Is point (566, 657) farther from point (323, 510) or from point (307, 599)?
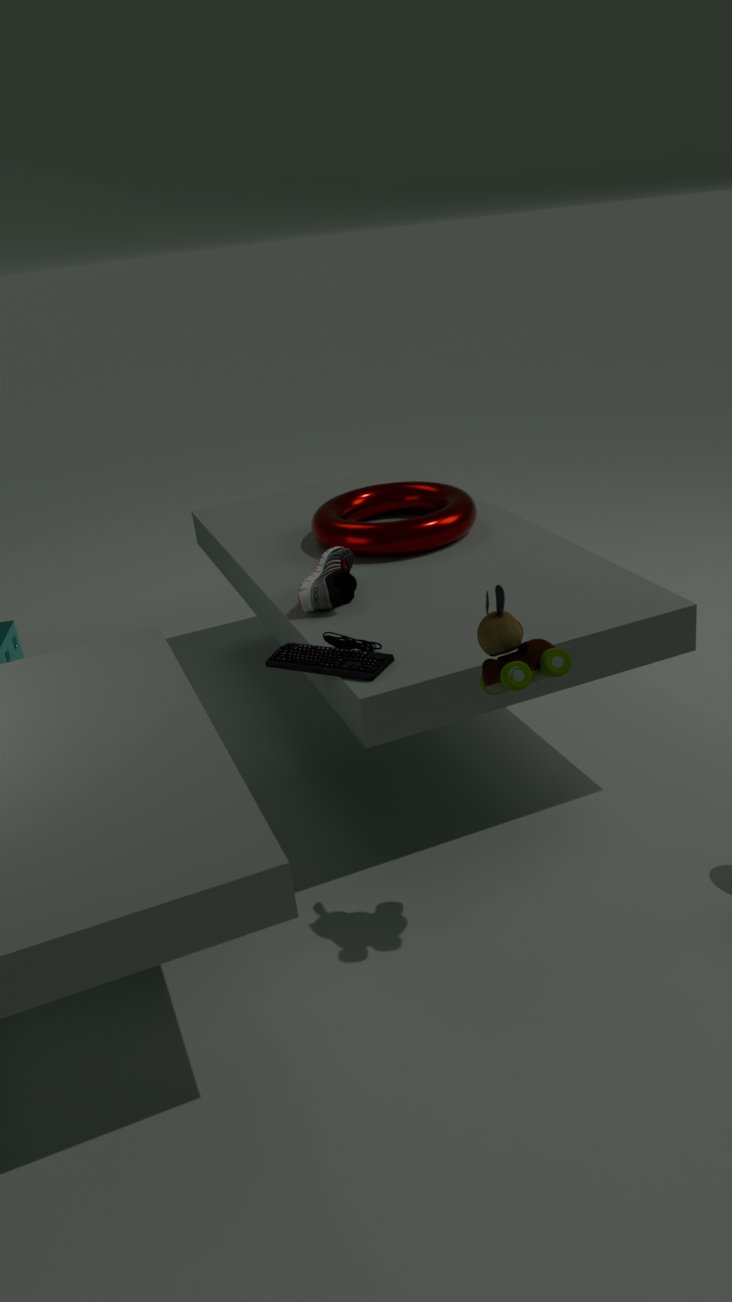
point (323, 510)
